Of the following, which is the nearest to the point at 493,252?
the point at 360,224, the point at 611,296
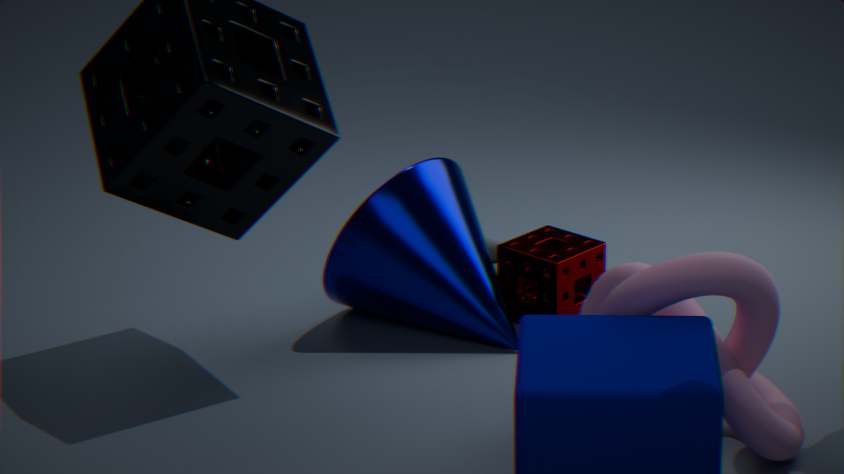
the point at 360,224
